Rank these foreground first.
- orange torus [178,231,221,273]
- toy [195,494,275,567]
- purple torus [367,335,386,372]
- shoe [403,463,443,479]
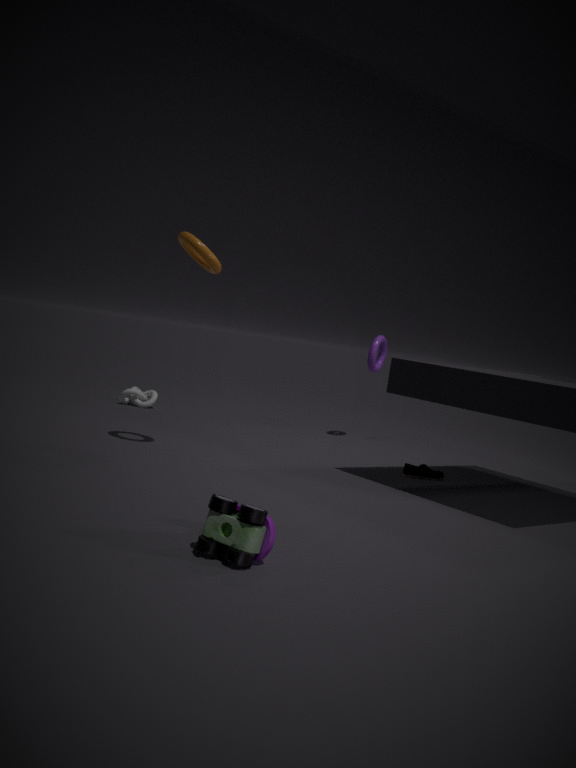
toy [195,494,275,567] → orange torus [178,231,221,273] → shoe [403,463,443,479] → purple torus [367,335,386,372]
